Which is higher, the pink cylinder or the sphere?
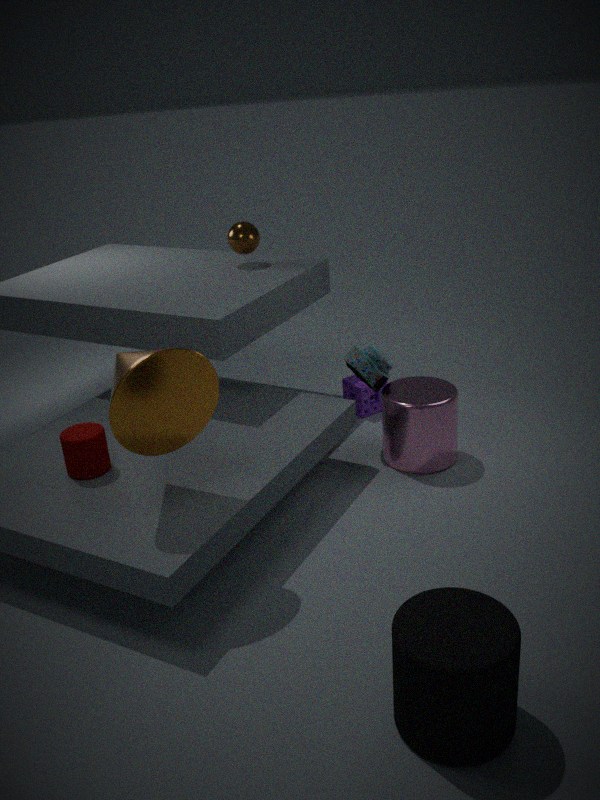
the sphere
